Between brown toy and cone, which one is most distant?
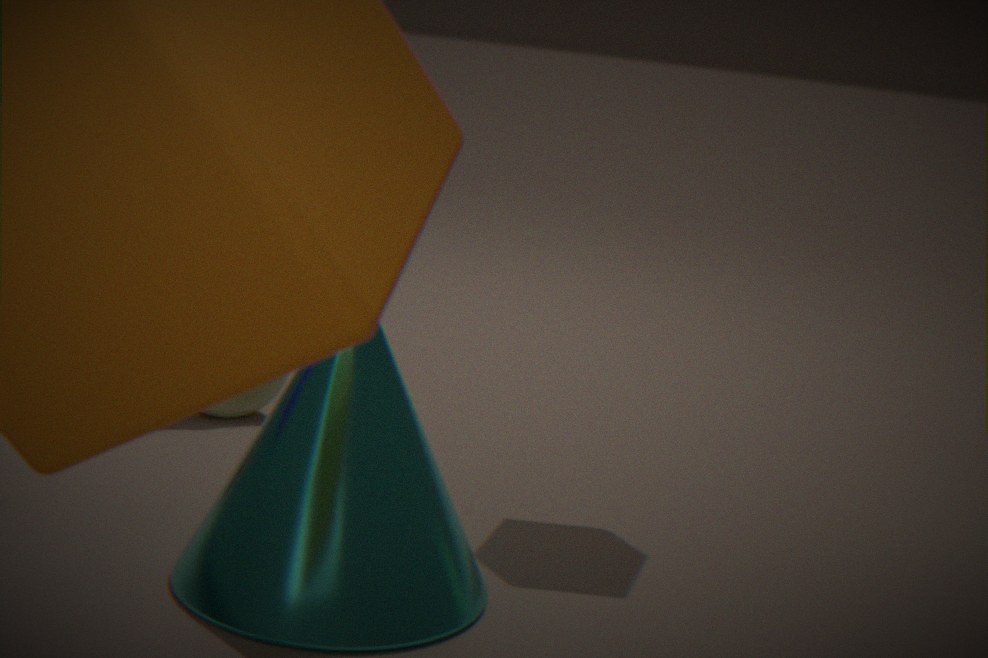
brown toy
